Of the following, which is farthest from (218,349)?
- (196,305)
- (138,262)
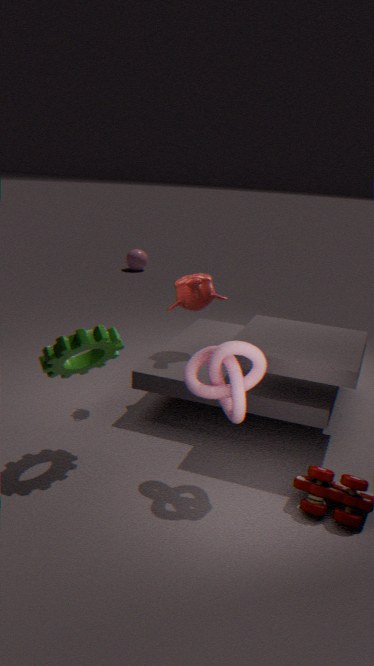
(138,262)
